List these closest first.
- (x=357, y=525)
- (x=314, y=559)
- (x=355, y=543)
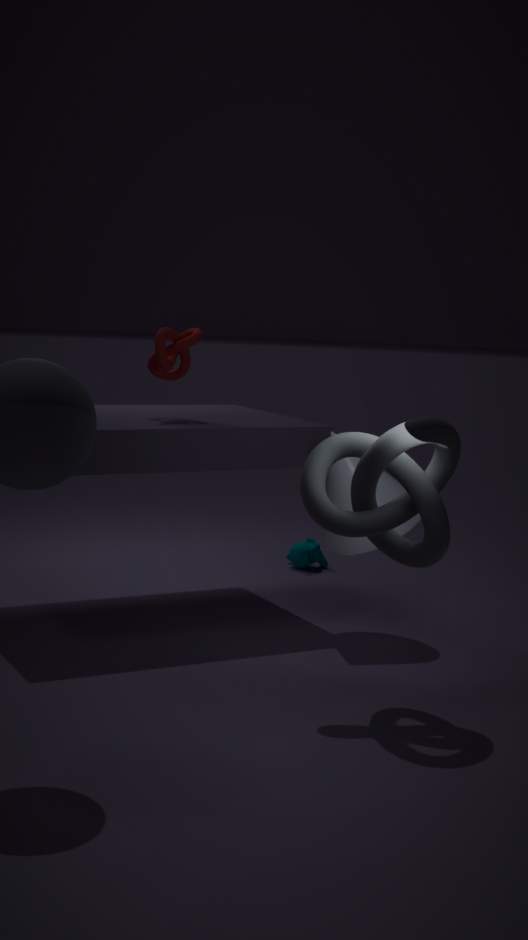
(x=357, y=525) → (x=355, y=543) → (x=314, y=559)
